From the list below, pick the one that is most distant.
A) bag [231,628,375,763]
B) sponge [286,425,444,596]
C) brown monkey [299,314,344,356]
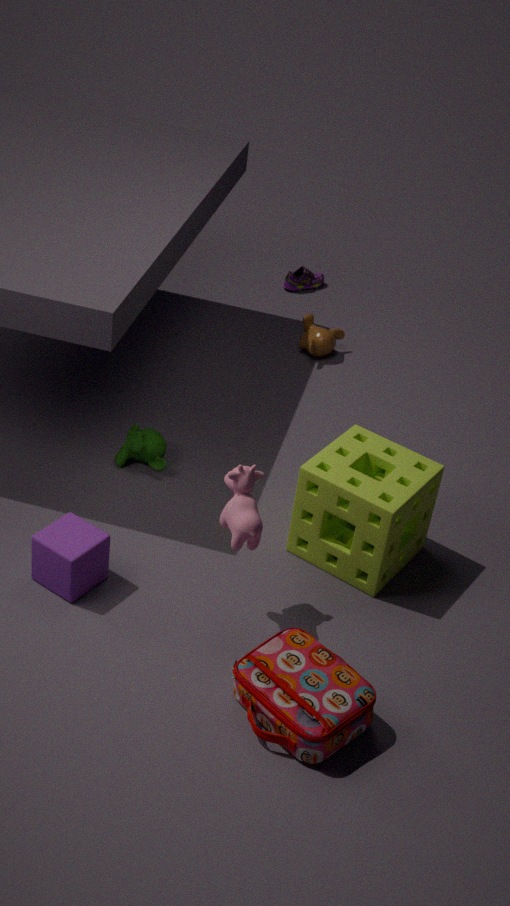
brown monkey [299,314,344,356]
